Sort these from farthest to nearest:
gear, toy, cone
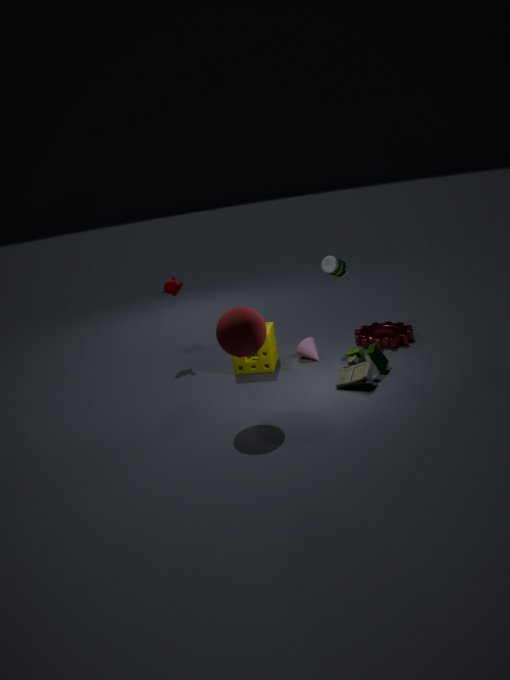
gear → cone → toy
